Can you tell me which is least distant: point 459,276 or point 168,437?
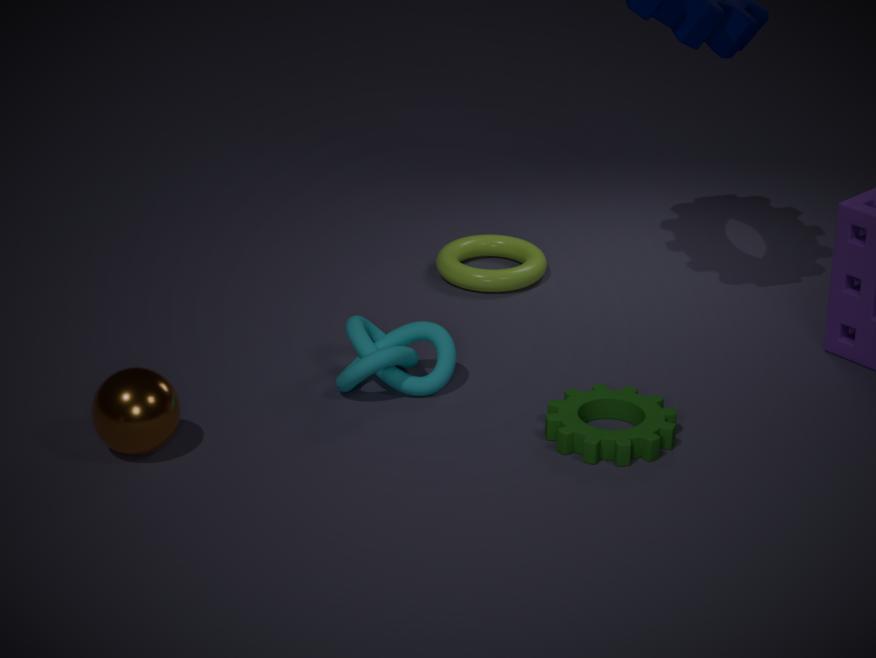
point 168,437
